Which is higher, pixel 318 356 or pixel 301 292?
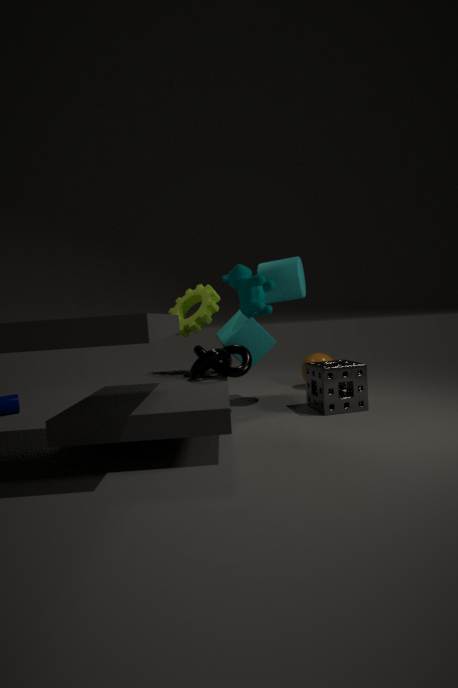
pixel 301 292
